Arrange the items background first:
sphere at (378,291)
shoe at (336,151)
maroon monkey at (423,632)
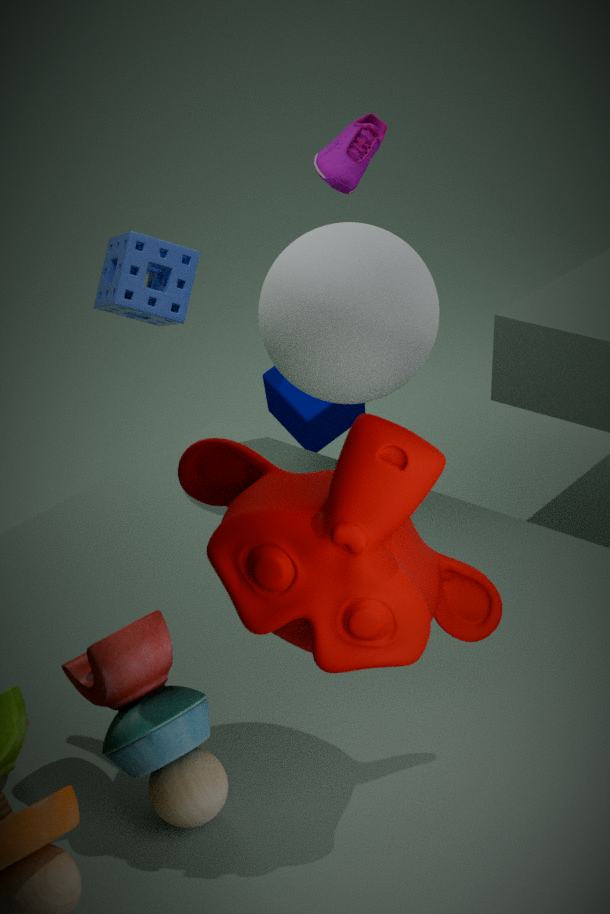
shoe at (336,151)
sphere at (378,291)
maroon monkey at (423,632)
